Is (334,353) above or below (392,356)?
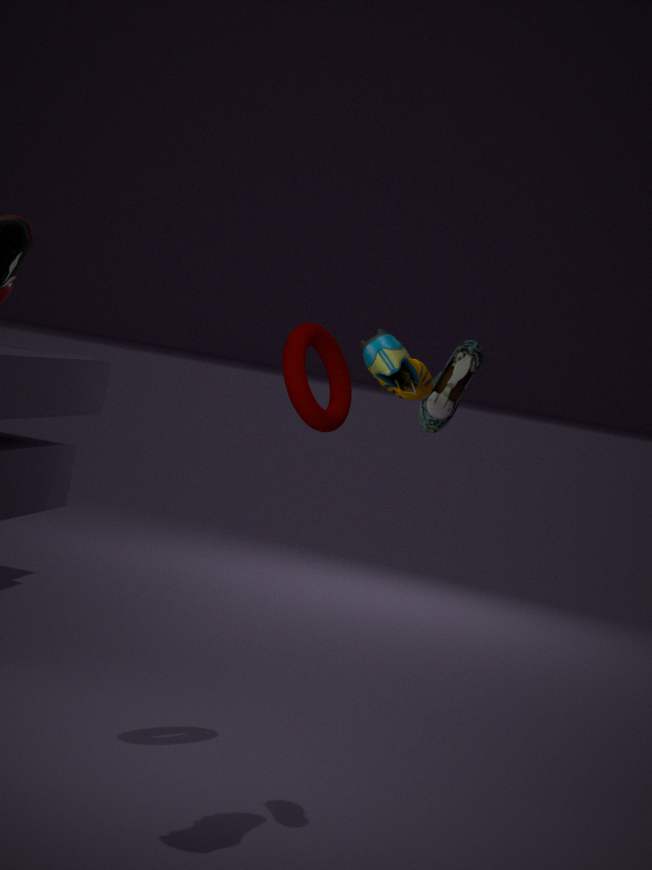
below
